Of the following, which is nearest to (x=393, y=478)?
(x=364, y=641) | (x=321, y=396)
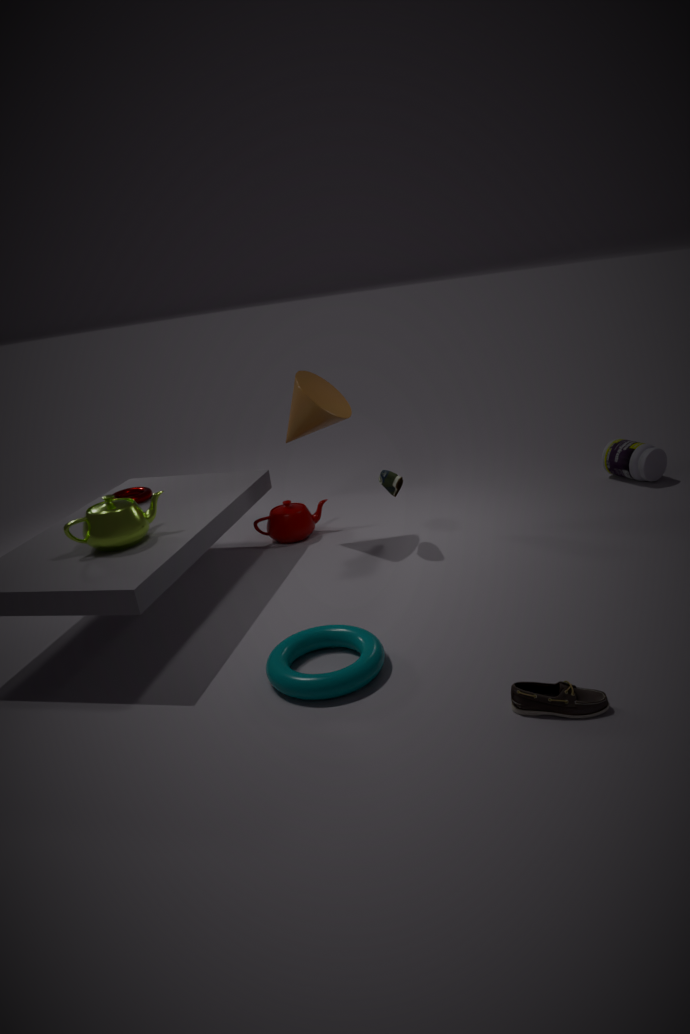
(x=321, y=396)
